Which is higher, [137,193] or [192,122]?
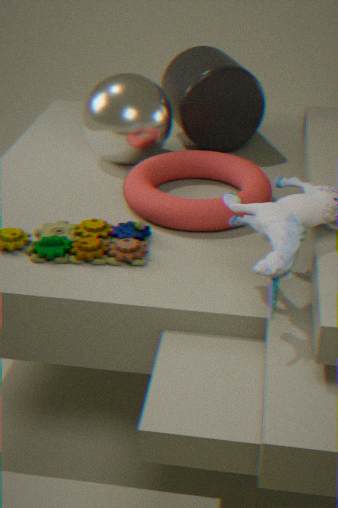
[192,122]
